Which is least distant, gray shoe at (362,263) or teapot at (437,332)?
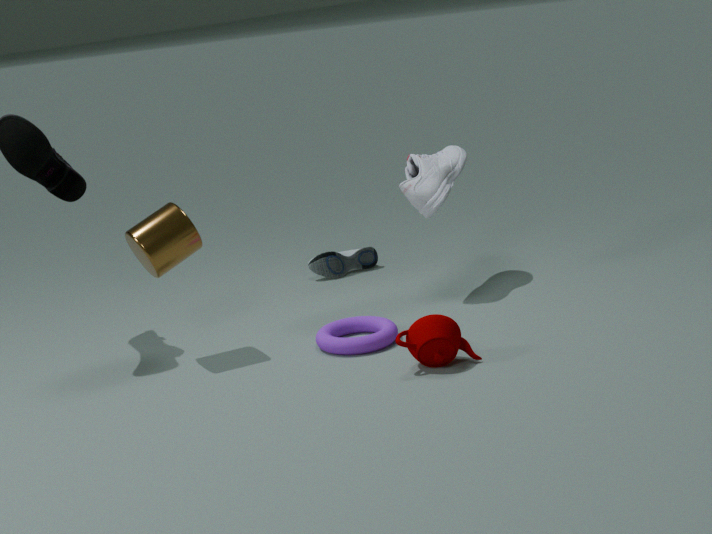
teapot at (437,332)
